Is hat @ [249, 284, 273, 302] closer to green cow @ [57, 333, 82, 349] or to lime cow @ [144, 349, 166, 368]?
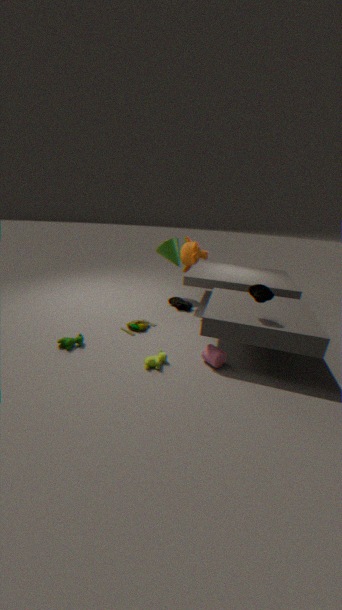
lime cow @ [144, 349, 166, 368]
